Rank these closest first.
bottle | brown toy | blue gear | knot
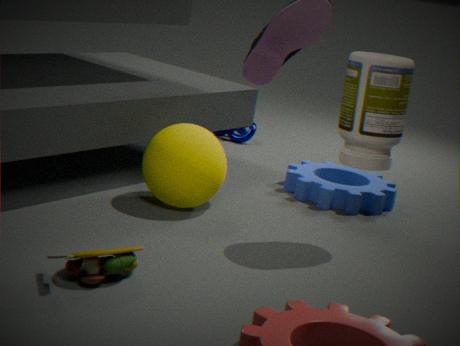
brown toy < bottle < blue gear < knot
